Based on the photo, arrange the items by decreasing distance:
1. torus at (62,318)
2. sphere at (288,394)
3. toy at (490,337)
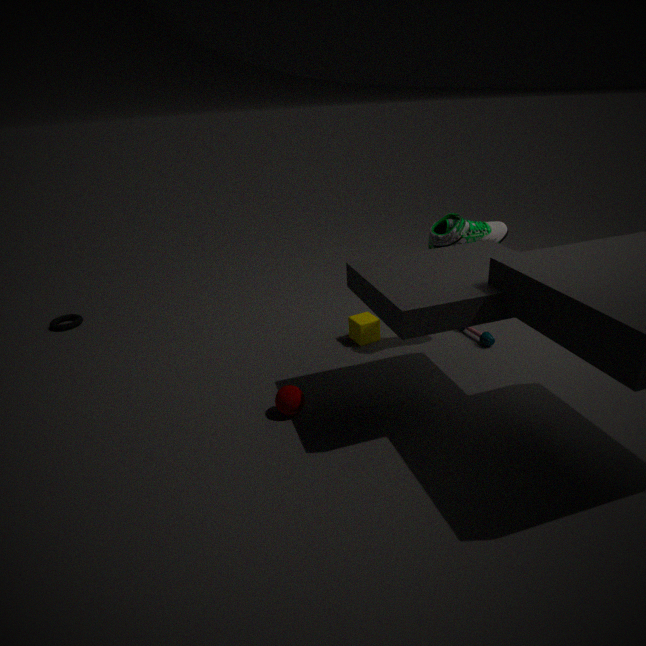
1. torus at (62,318)
2. toy at (490,337)
3. sphere at (288,394)
